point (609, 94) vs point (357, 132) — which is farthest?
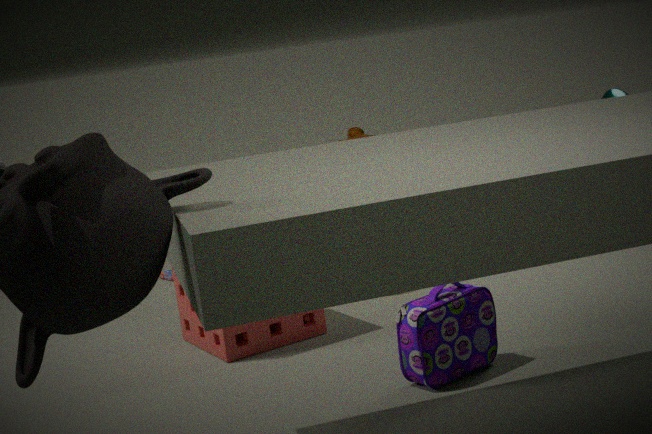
point (357, 132)
